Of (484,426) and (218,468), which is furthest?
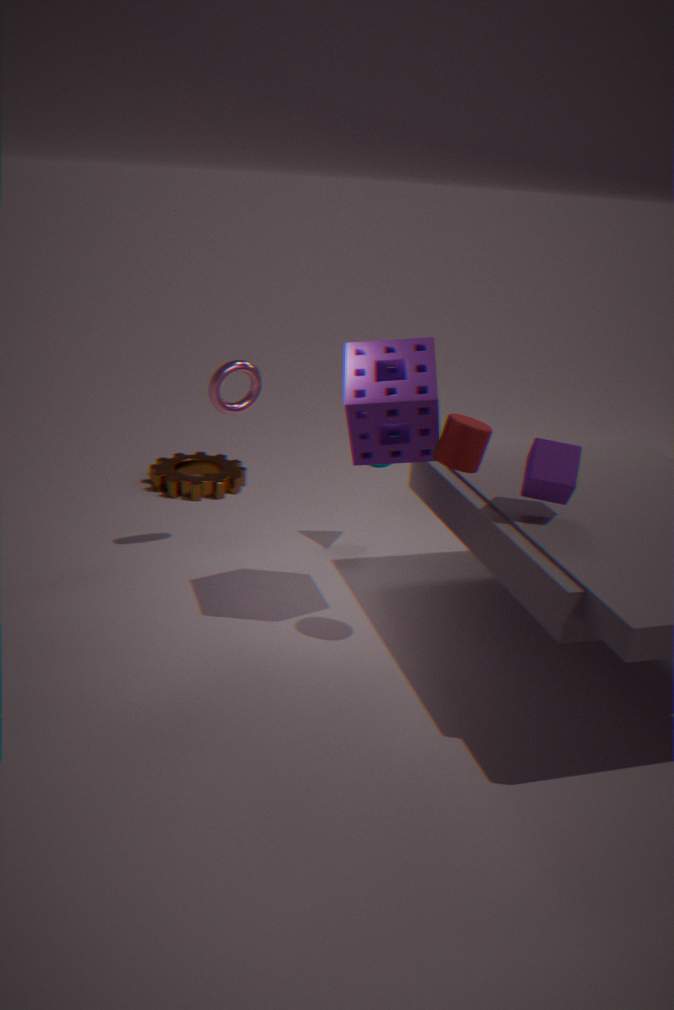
(218,468)
